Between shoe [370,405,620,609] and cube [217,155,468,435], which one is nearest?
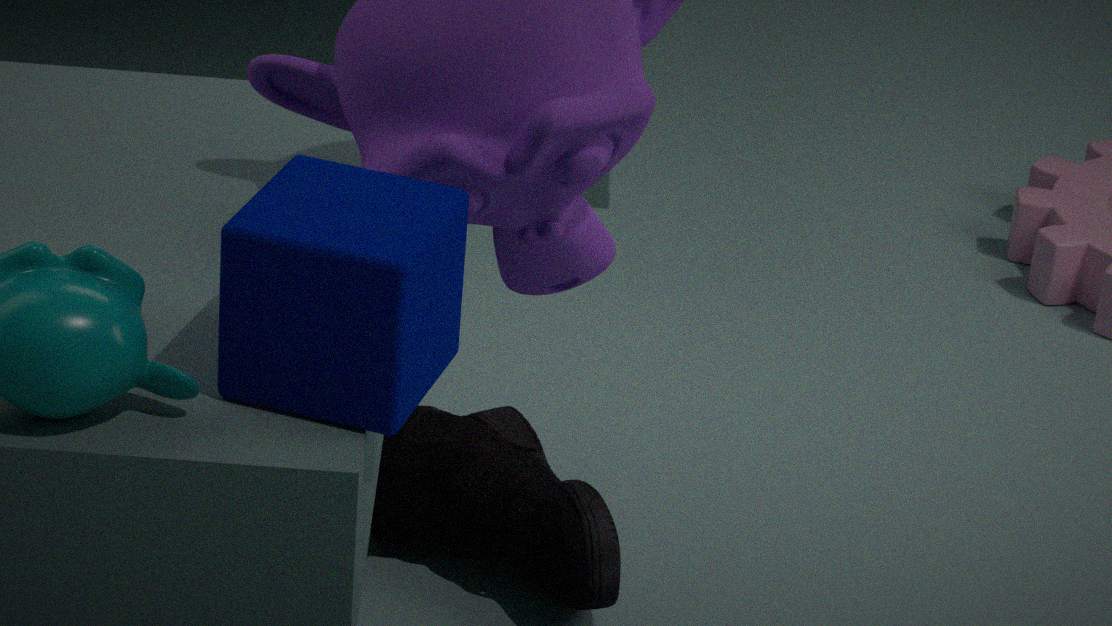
cube [217,155,468,435]
